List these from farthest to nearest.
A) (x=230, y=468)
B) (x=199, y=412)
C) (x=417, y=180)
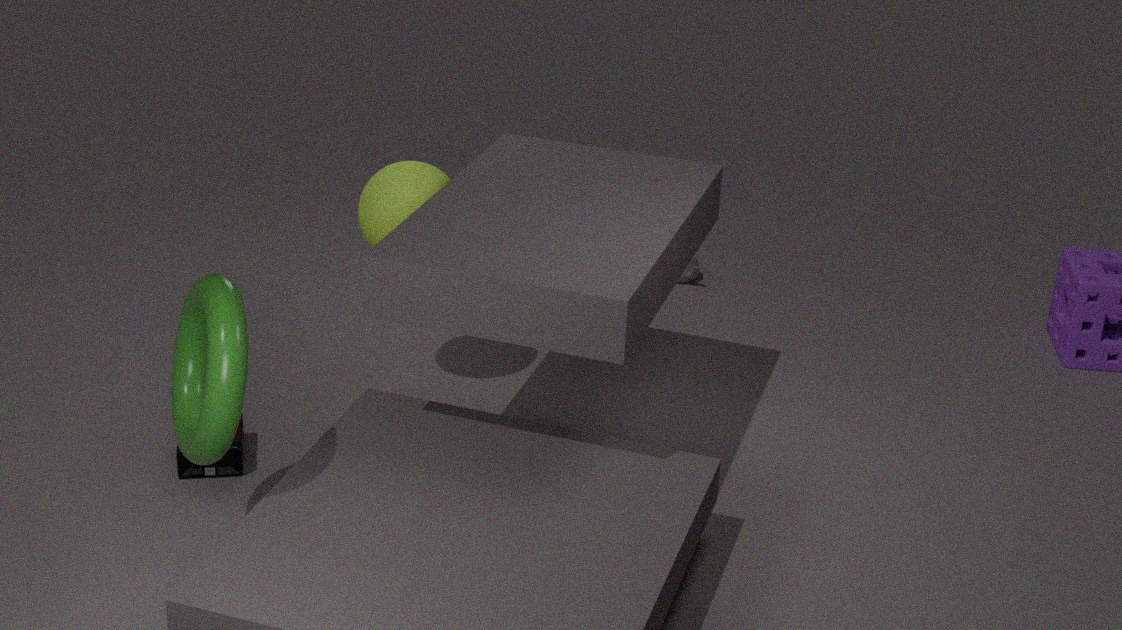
(x=417, y=180)
(x=230, y=468)
(x=199, y=412)
